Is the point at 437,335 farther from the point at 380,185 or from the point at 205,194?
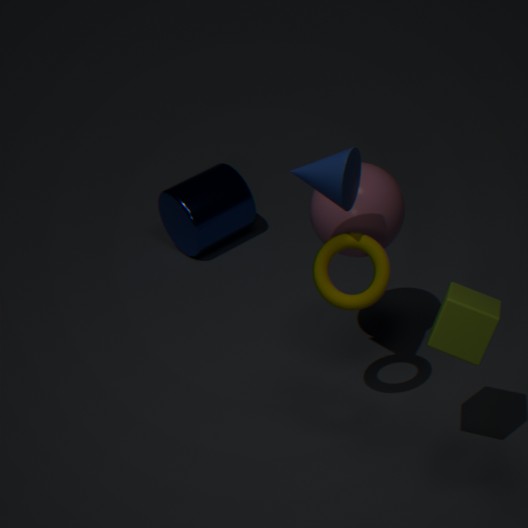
the point at 205,194
